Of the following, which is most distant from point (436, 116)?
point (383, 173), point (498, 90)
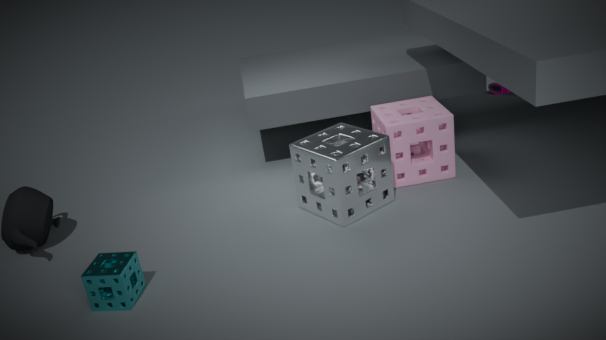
point (498, 90)
